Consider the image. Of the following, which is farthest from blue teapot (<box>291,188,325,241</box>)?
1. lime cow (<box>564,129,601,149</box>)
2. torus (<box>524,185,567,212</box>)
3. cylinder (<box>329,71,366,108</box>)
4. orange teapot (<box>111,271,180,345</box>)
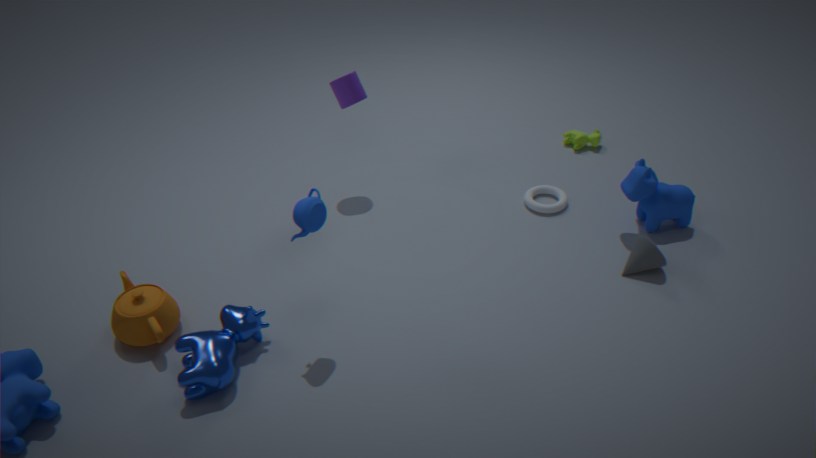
lime cow (<box>564,129,601,149</box>)
